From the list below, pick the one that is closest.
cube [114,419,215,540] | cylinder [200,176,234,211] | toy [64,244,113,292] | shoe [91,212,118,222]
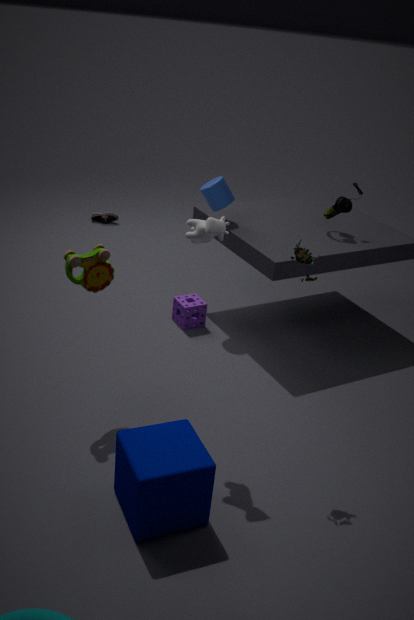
cube [114,419,215,540]
